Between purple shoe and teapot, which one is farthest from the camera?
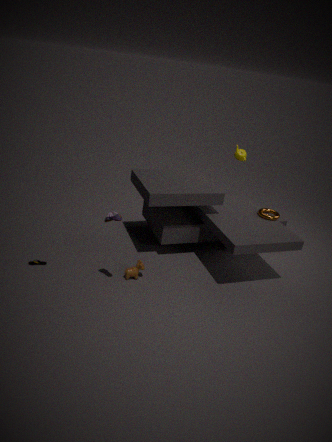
teapot
